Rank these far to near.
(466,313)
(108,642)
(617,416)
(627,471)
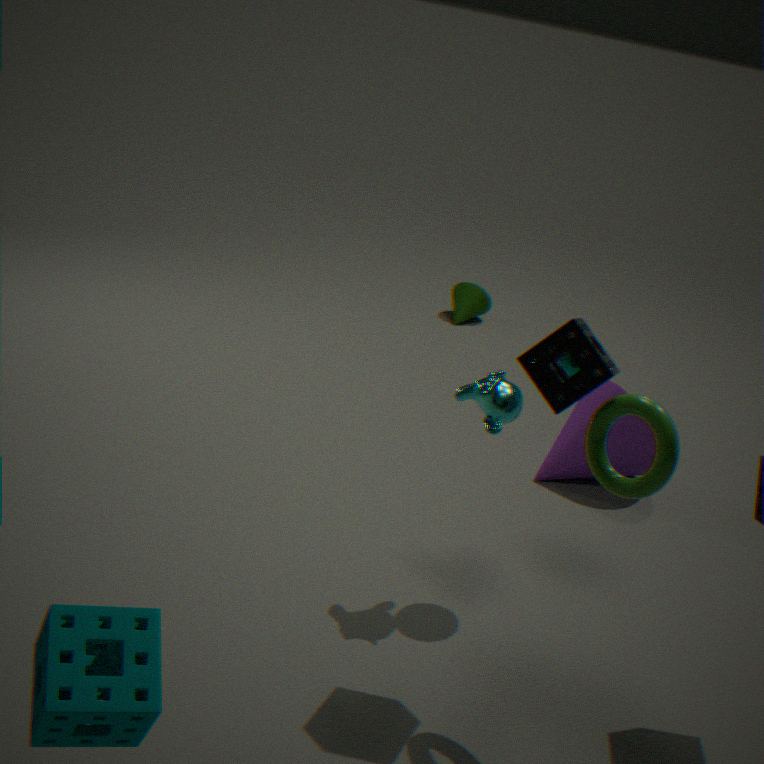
(466,313) < (627,471) < (617,416) < (108,642)
